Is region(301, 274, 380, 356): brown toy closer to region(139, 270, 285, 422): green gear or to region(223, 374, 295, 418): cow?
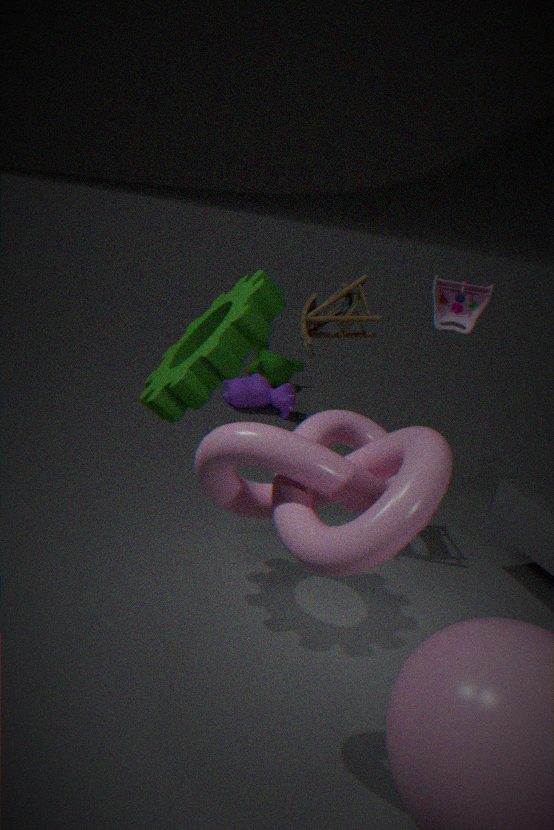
region(139, 270, 285, 422): green gear
